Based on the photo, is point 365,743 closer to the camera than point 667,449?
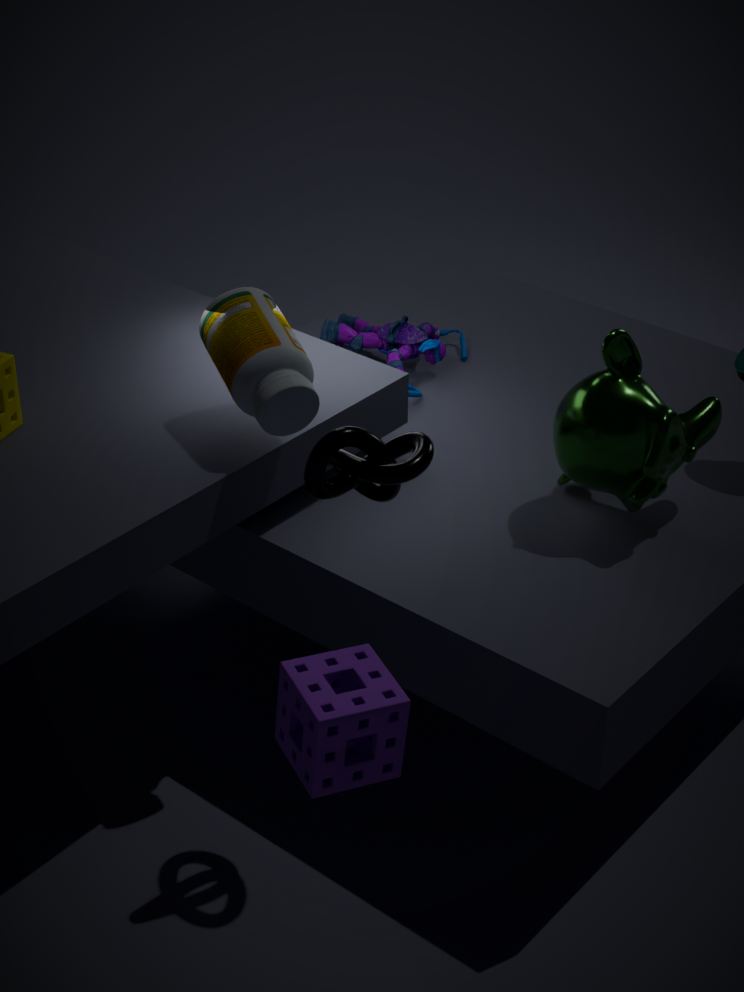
Yes
